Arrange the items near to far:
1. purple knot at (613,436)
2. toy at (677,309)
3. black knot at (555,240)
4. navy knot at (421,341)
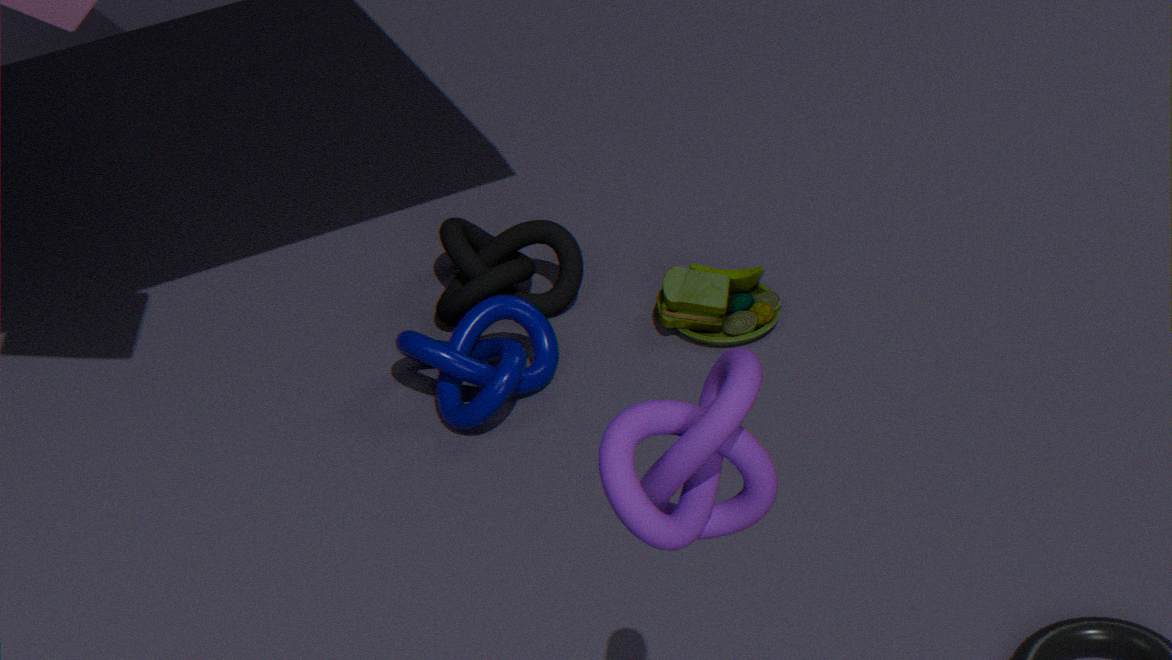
purple knot at (613,436), navy knot at (421,341), toy at (677,309), black knot at (555,240)
